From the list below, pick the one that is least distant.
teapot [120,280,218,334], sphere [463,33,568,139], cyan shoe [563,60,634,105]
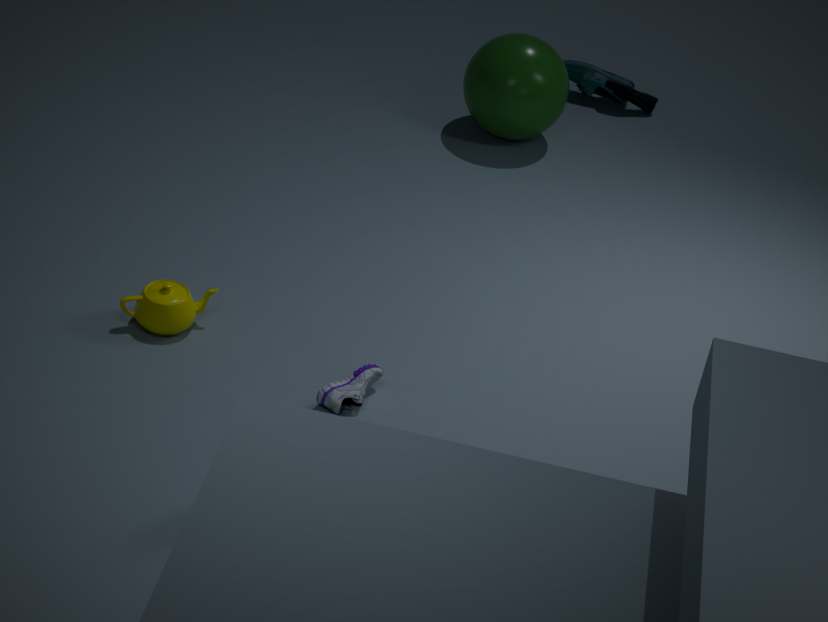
teapot [120,280,218,334]
